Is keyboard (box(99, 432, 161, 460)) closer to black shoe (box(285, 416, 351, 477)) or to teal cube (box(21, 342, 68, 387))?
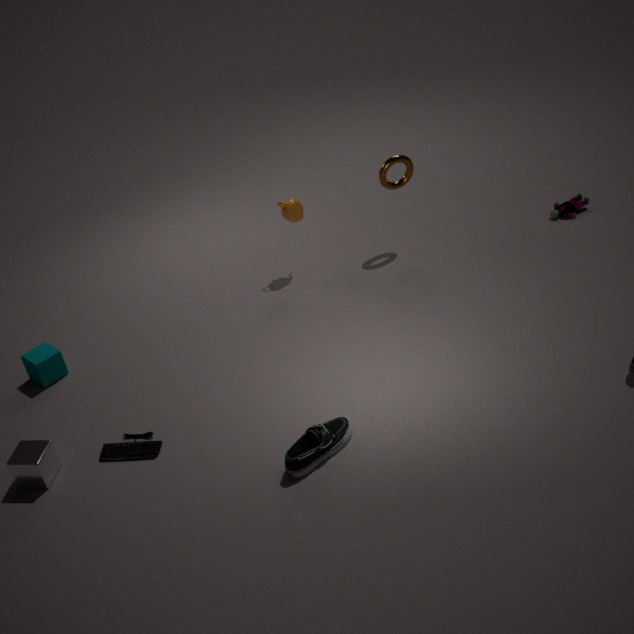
black shoe (box(285, 416, 351, 477))
